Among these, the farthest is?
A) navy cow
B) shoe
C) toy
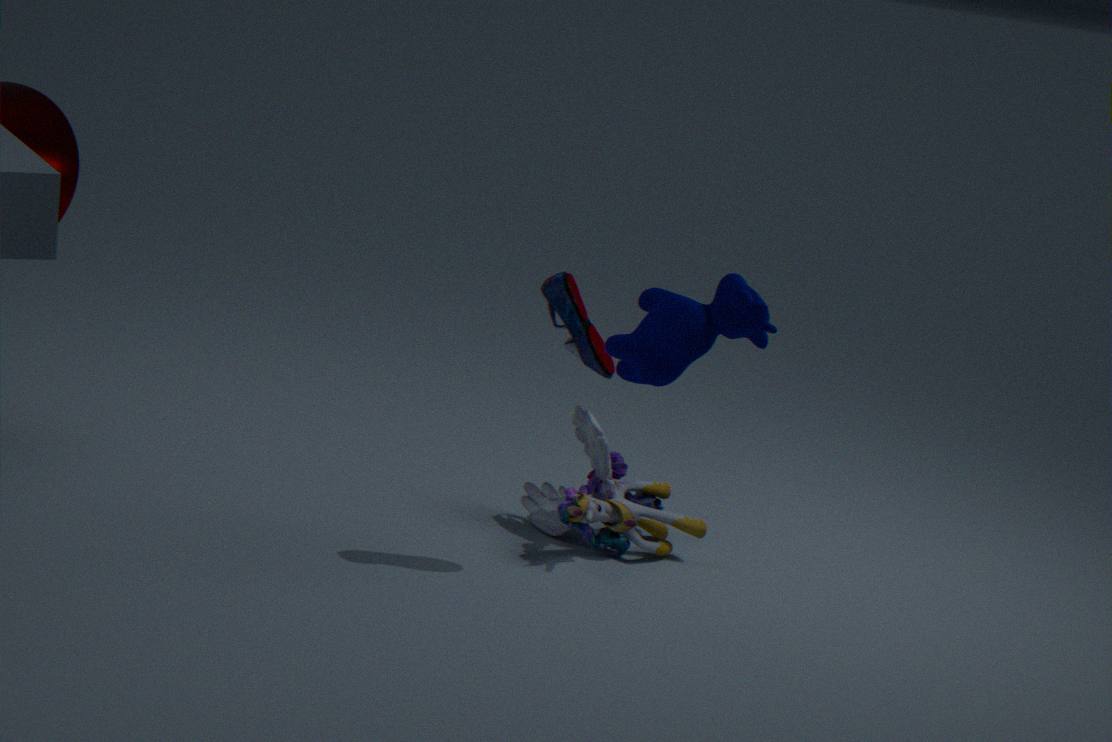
toy
